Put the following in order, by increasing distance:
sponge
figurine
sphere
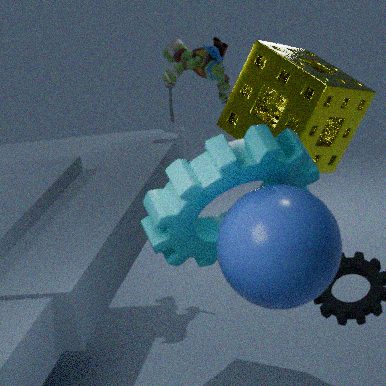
1. sphere
2. sponge
3. figurine
